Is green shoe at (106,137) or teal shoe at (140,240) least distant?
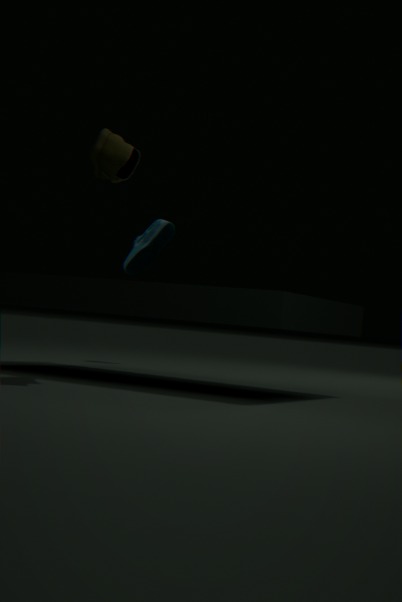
green shoe at (106,137)
